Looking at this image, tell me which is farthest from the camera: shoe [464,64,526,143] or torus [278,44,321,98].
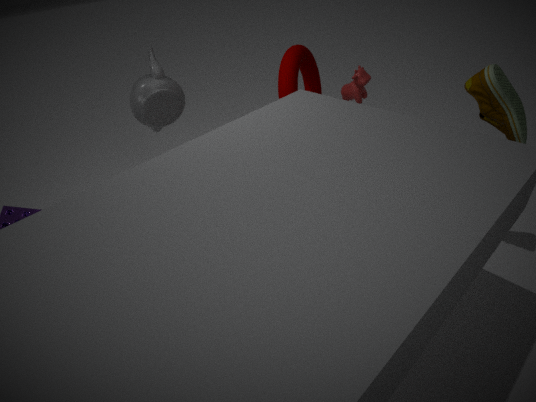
torus [278,44,321,98]
